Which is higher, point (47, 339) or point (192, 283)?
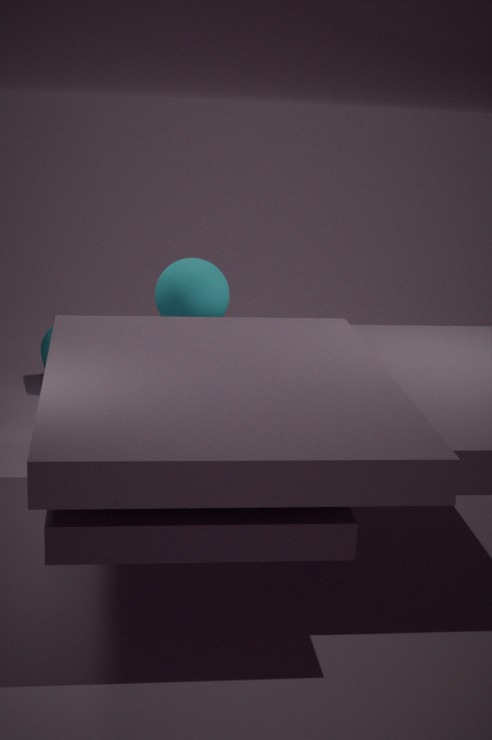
point (192, 283)
